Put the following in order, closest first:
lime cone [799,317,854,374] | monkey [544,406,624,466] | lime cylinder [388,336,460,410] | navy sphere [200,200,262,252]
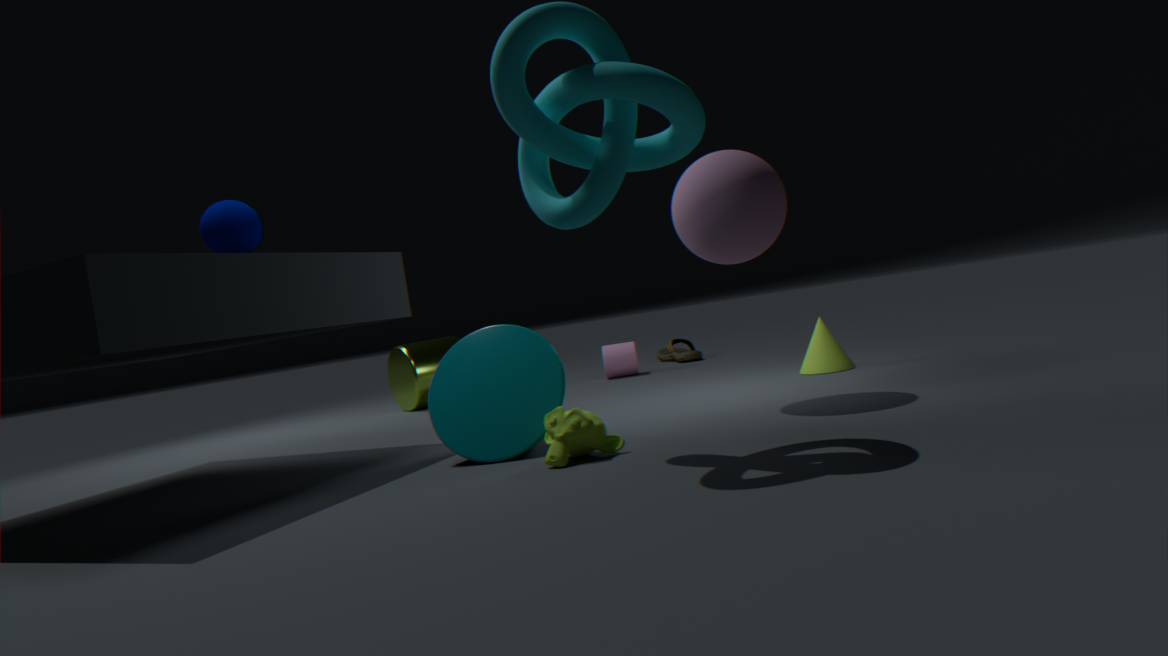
monkey [544,406,624,466] < navy sphere [200,200,262,252] < lime cone [799,317,854,374] < lime cylinder [388,336,460,410]
